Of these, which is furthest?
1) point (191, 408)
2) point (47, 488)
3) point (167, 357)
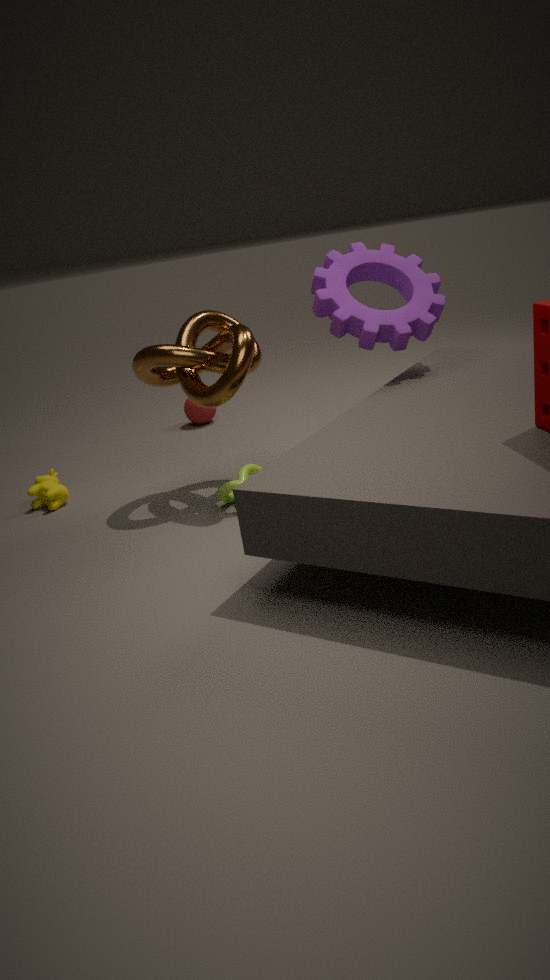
1. point (191, 408)
